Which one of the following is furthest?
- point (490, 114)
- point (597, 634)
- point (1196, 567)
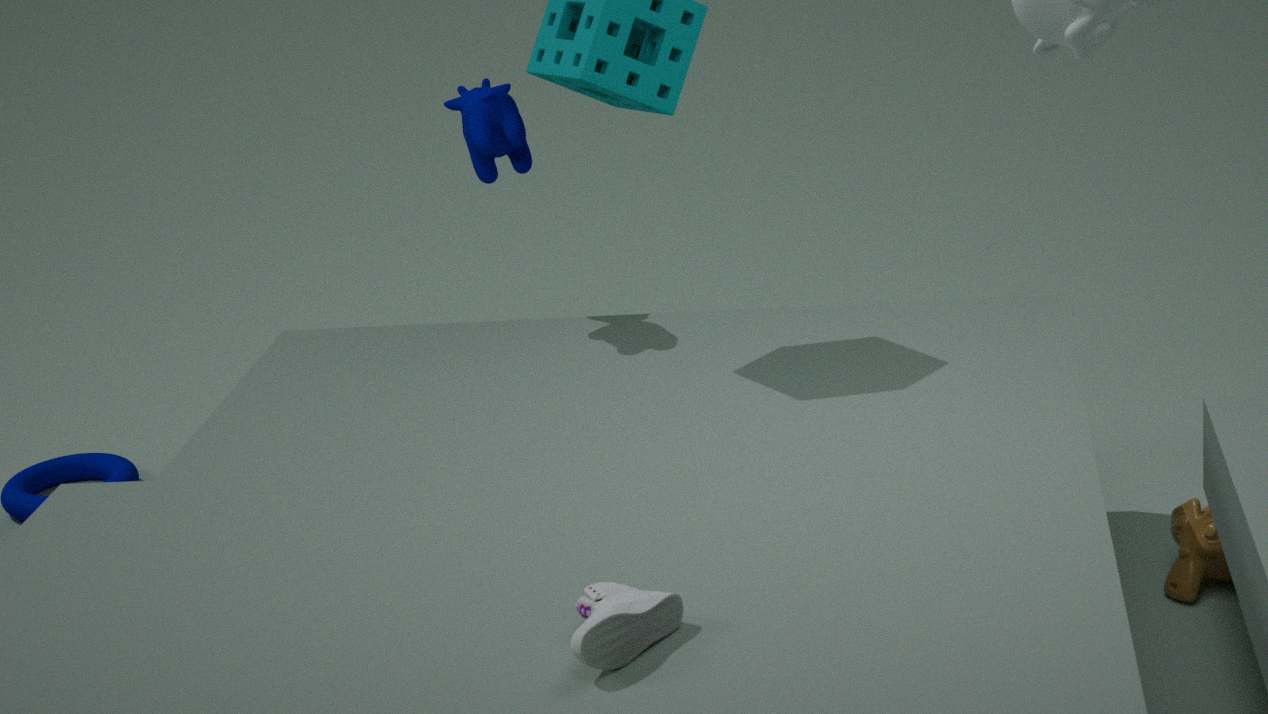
point (490, 114)
